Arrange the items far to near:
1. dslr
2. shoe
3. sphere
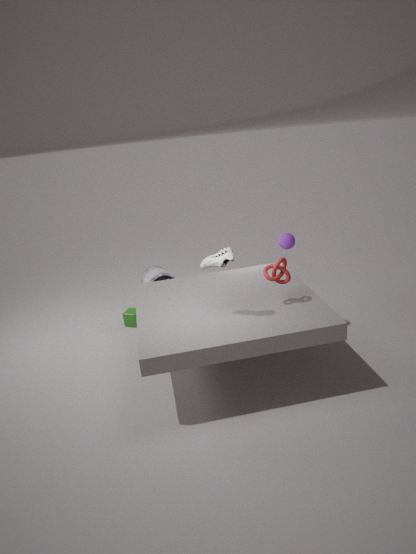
dslr < sphere < shoe
